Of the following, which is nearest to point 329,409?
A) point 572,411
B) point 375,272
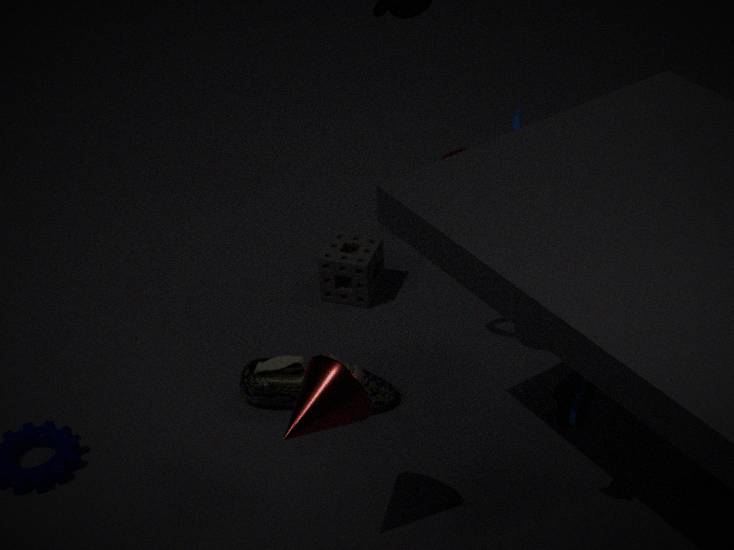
point 572,411
